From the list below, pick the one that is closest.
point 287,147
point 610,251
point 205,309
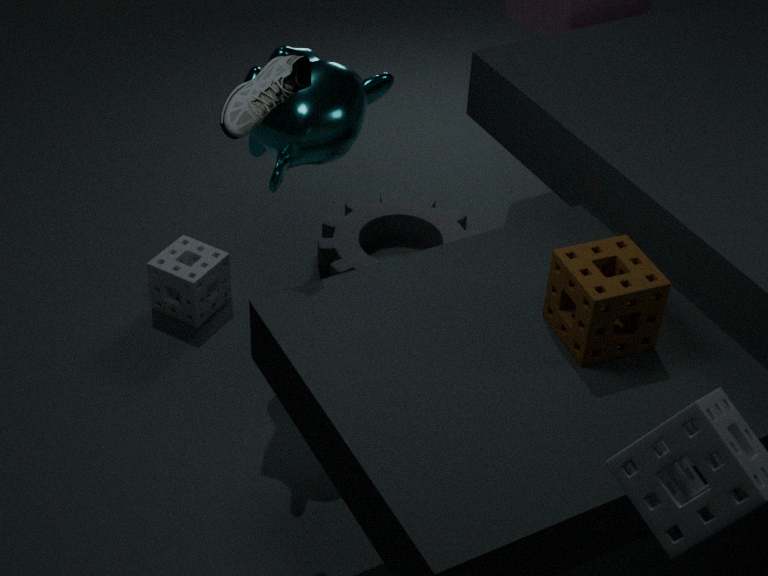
point 610,251
